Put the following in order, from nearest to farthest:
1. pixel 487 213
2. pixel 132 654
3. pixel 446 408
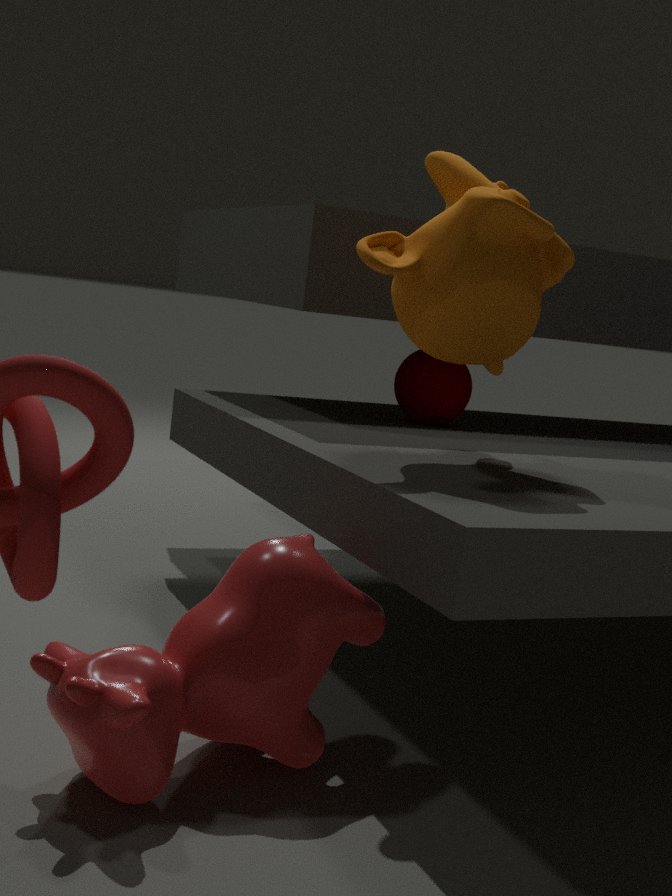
1. pixel 132 654
2. pixel 487 213
3. pixel 446 408
